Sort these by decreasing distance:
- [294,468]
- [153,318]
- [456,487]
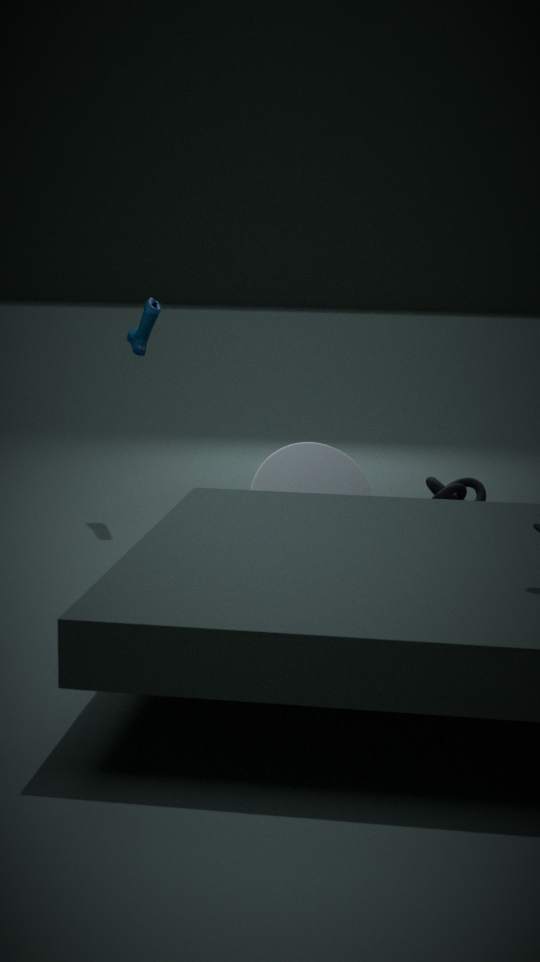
[456,487] → [153,318] → [294,468]
